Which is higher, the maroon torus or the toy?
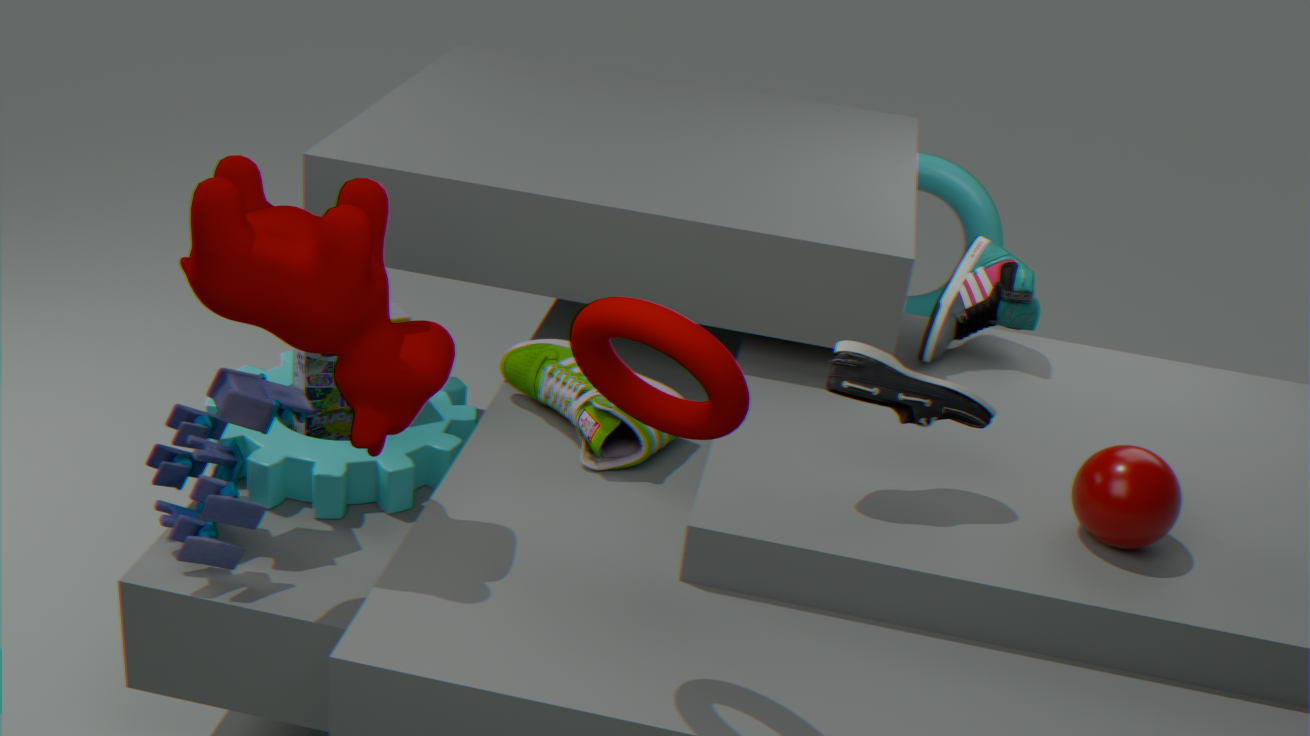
A: the maroon torus
